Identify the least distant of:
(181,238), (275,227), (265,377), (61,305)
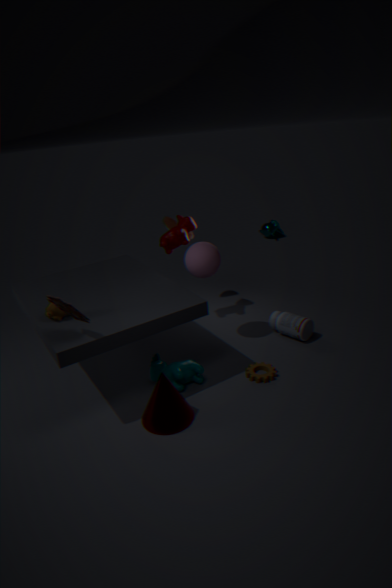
(61,305)
